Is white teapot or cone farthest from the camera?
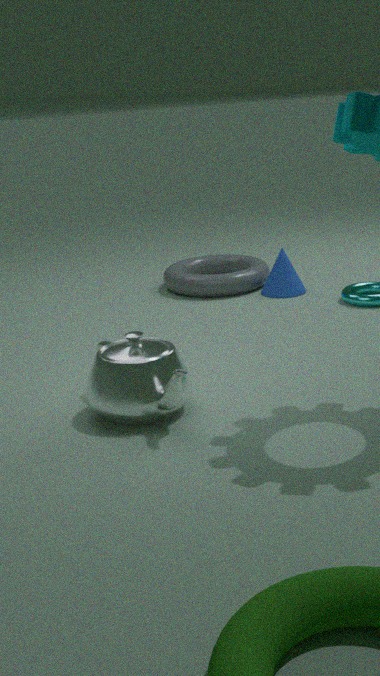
cone
